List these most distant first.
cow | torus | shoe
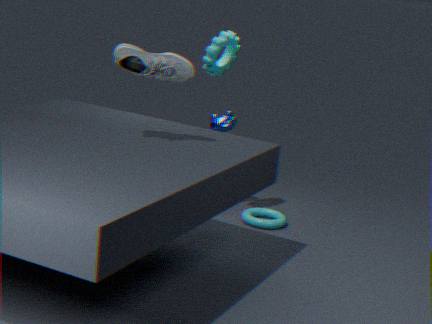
cow
torus
shoe
